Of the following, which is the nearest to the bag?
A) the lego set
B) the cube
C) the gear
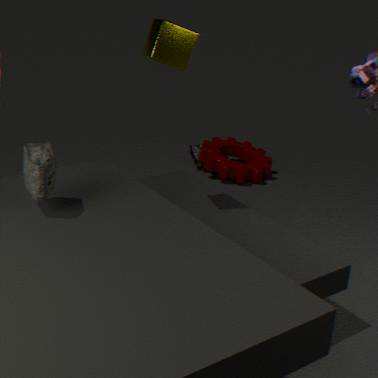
the cube
